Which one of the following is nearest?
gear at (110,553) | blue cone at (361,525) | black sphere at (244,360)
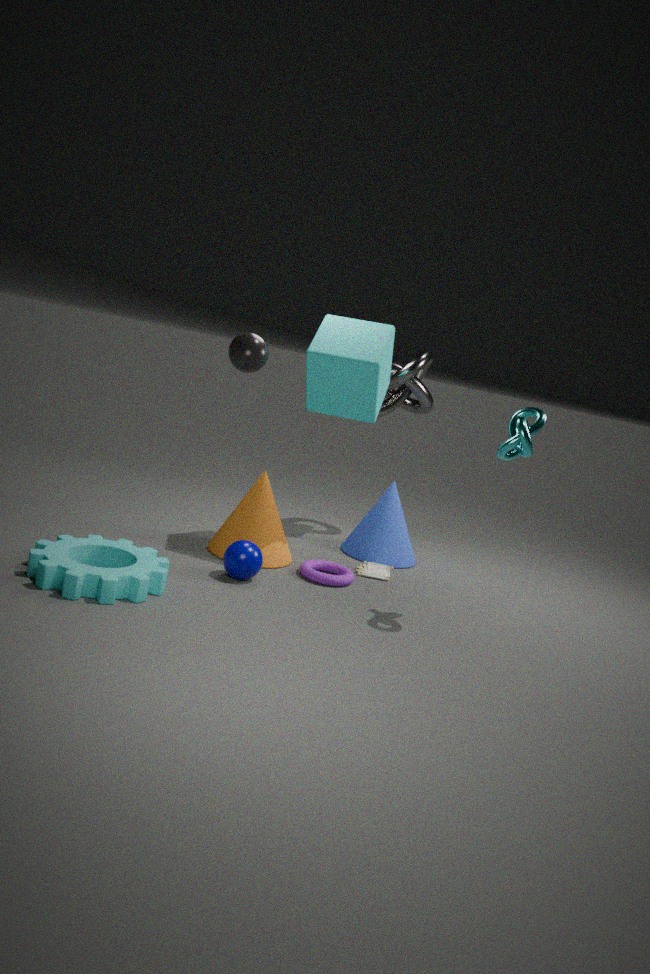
gear at (110,553)
